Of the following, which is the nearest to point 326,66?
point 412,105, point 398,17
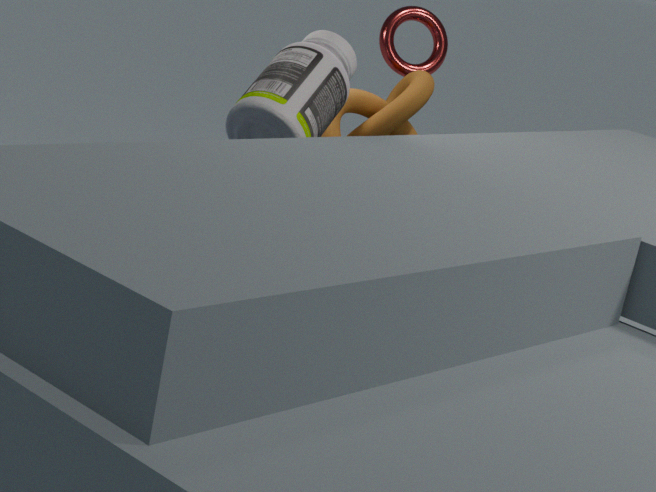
point 412,105
